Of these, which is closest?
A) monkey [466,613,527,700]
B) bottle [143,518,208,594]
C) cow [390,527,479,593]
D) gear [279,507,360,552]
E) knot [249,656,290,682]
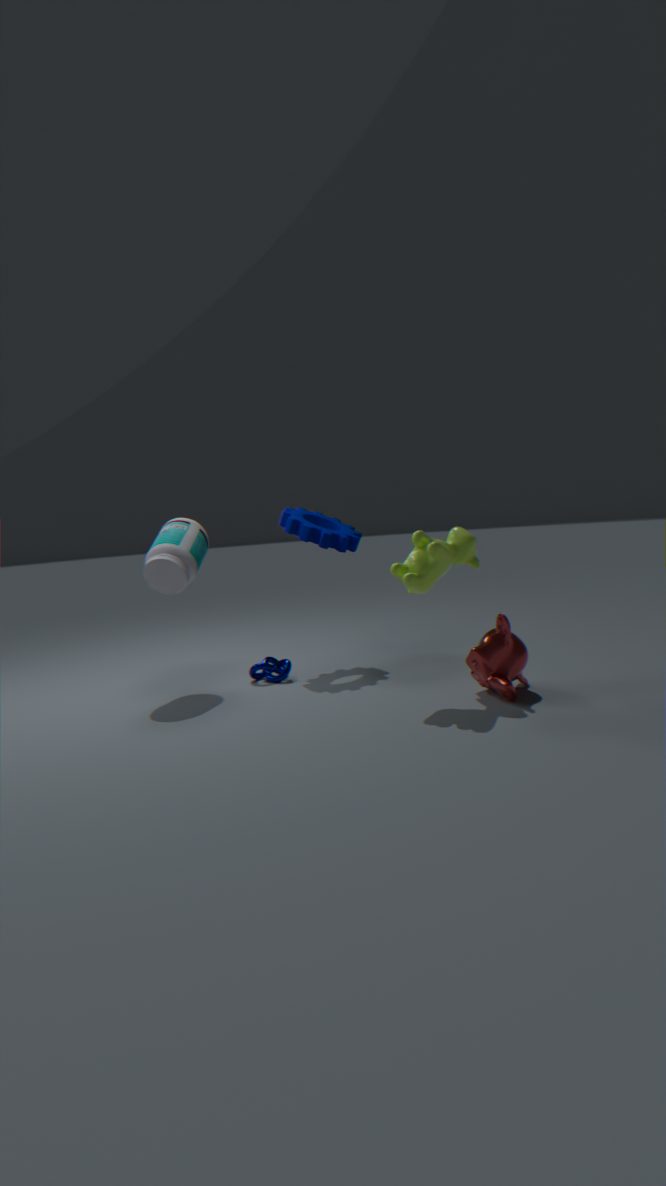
monkey [466,613,527,700]
